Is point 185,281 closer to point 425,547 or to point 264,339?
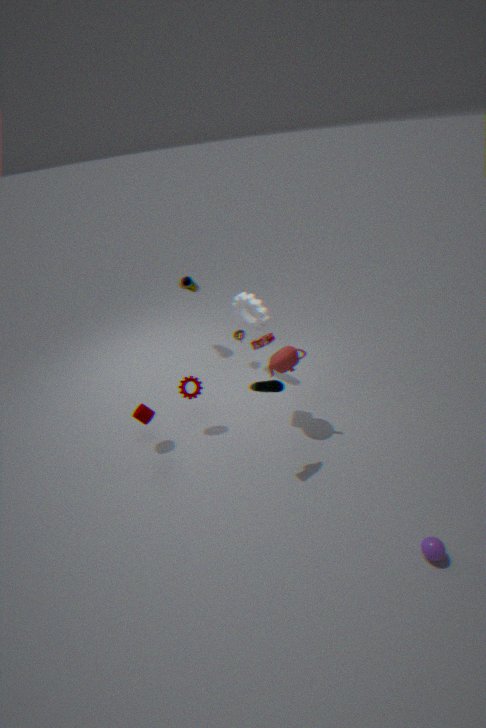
point 264,339
